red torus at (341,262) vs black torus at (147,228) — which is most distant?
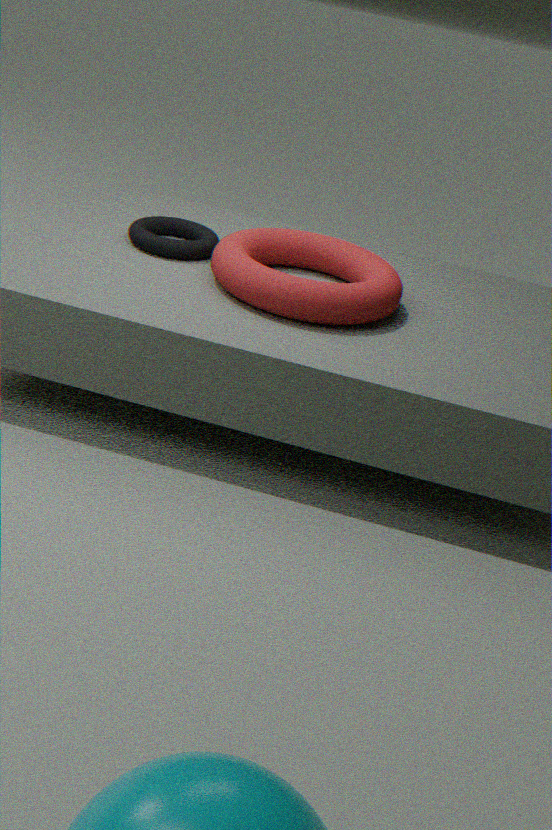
black torus at (147,228)
